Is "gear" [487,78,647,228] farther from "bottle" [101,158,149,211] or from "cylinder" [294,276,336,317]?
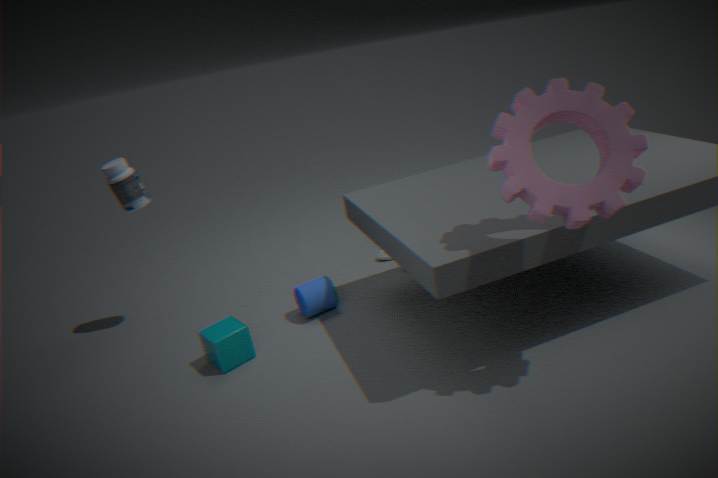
"bottle" [101,158,149,211]
